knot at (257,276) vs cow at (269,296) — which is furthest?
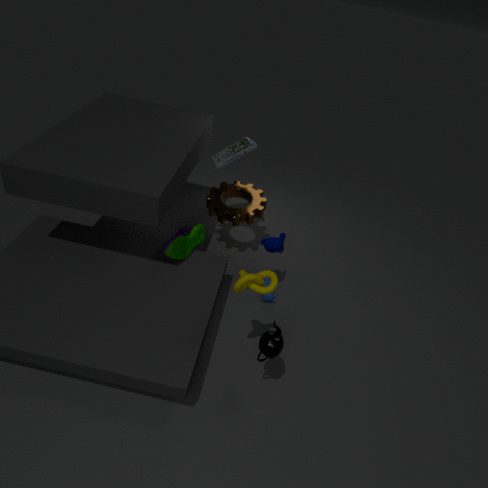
cow at (269,296)
